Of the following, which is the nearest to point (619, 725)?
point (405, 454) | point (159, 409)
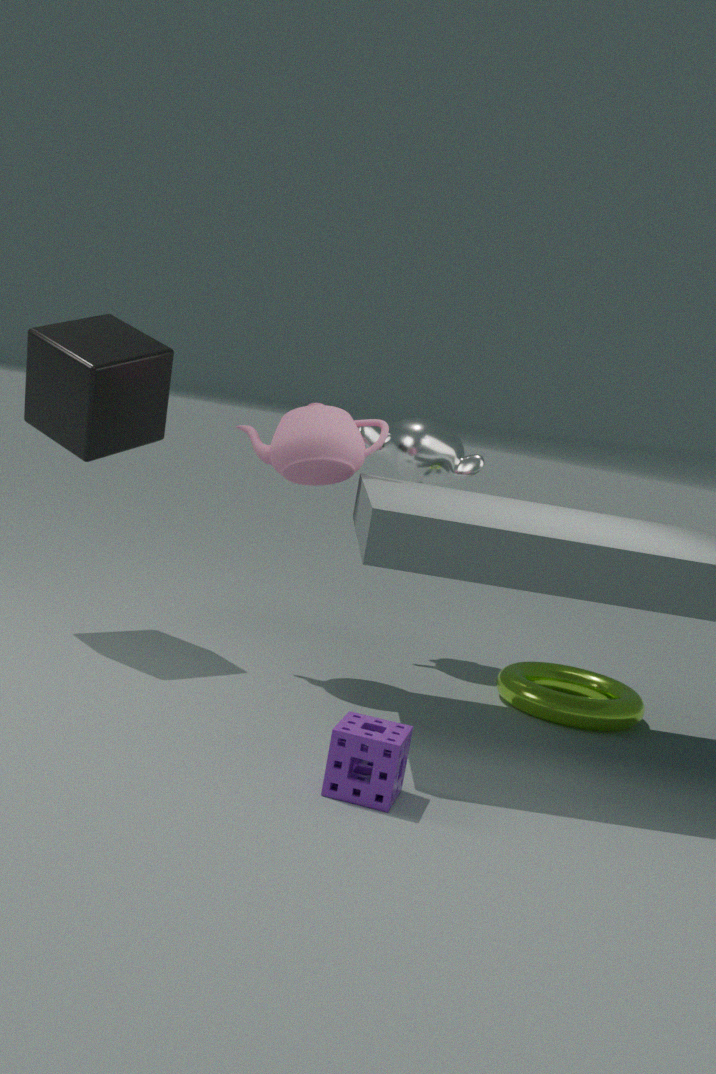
point (405, 454)
